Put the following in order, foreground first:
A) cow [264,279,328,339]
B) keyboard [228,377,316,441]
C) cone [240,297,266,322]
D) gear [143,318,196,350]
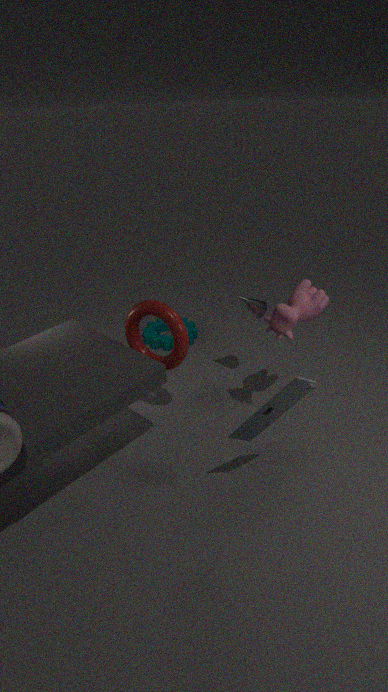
keyboard [228,377,316,441] < cow [264,279,328,339] < cone [240,297,266,322] < gear [143,318,196,350]
